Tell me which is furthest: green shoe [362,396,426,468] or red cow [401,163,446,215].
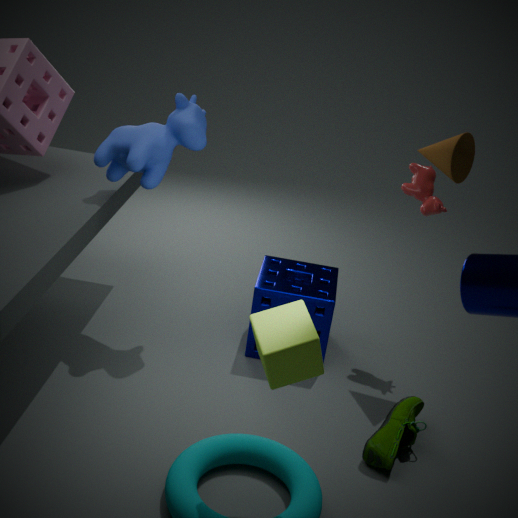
red cow [401,163,446,215]
